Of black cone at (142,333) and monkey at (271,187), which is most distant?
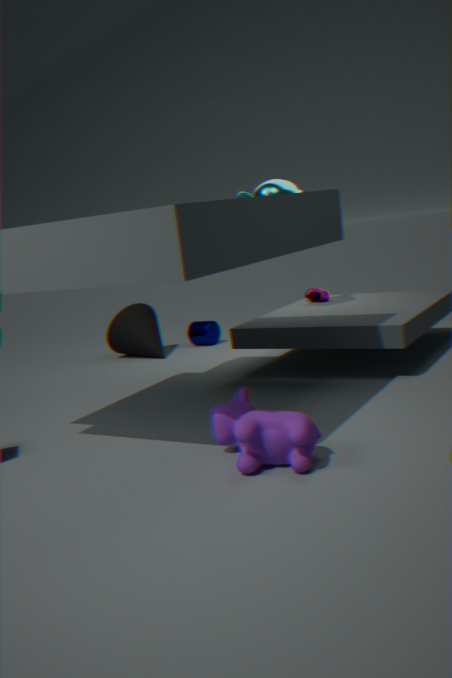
black cone at (142,333)
